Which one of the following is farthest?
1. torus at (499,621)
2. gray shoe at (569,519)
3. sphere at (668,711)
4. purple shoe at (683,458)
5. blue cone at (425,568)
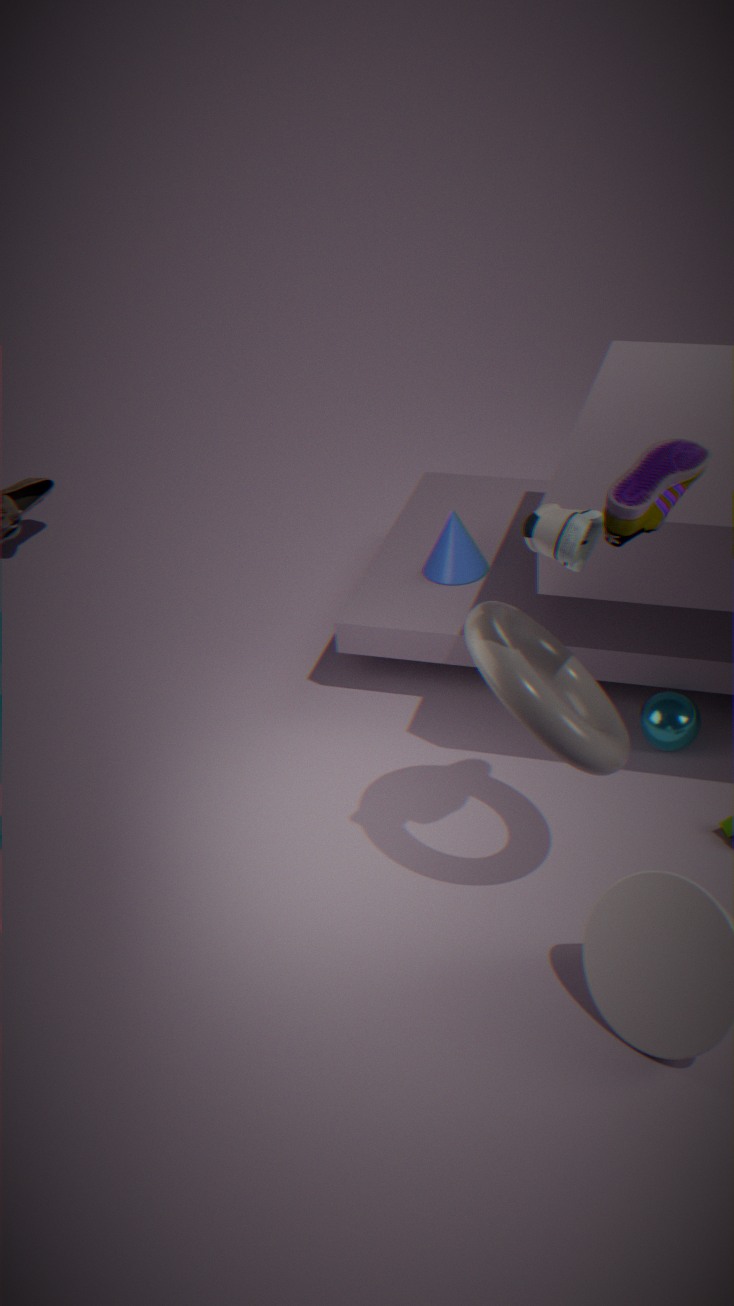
blue cone at (425,568)
